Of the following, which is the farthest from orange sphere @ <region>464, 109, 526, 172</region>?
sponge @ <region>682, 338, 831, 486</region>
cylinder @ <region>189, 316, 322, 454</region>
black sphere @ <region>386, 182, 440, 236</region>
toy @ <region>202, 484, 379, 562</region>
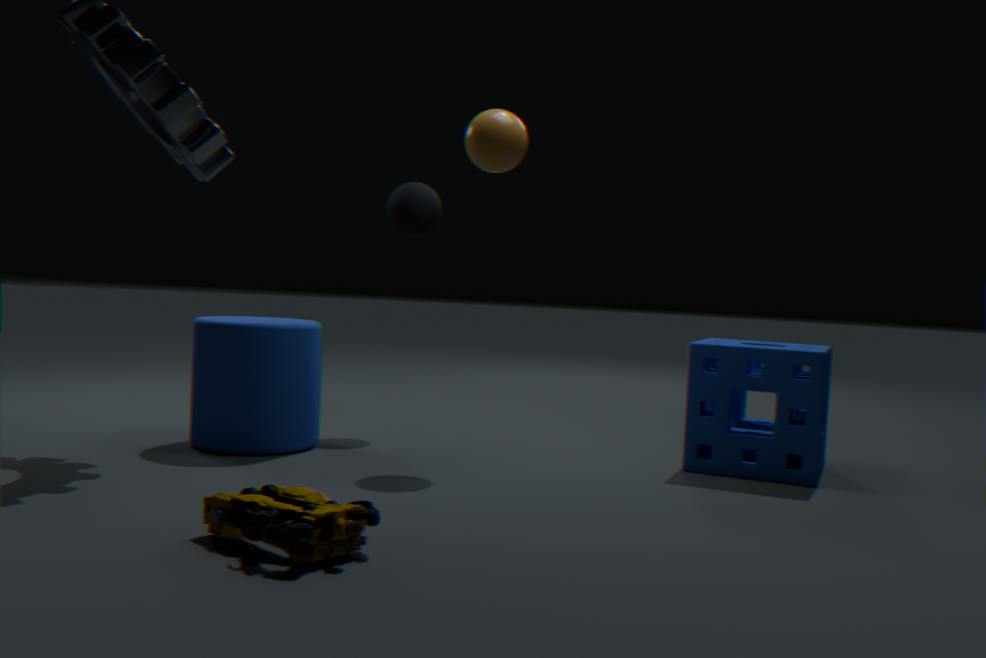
toy @ <region>202, 484, 379, 562</region>
